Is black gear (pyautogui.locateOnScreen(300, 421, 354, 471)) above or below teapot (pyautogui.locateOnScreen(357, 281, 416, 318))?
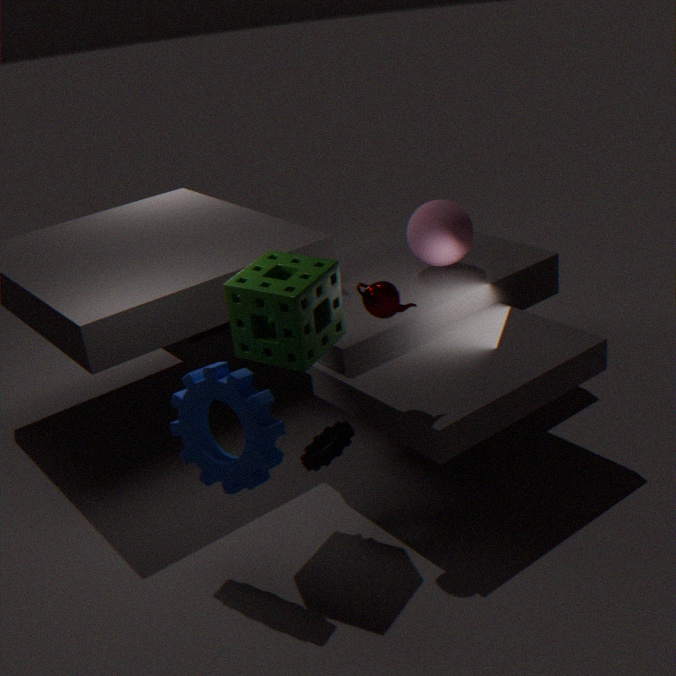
below
